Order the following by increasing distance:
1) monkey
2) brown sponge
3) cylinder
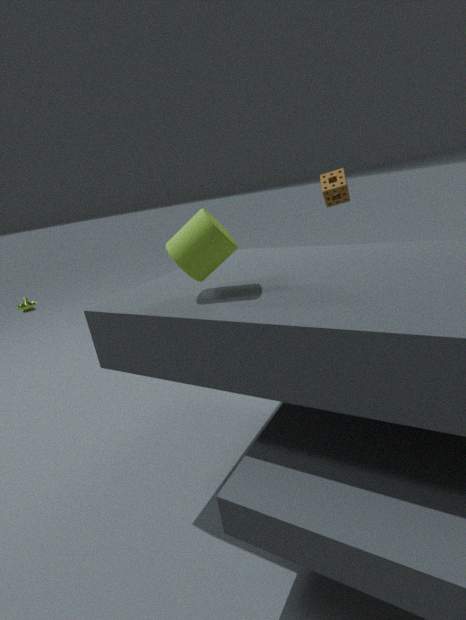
1. 3. cylinder
2. 2. brown sponge
3. 1. monkey
